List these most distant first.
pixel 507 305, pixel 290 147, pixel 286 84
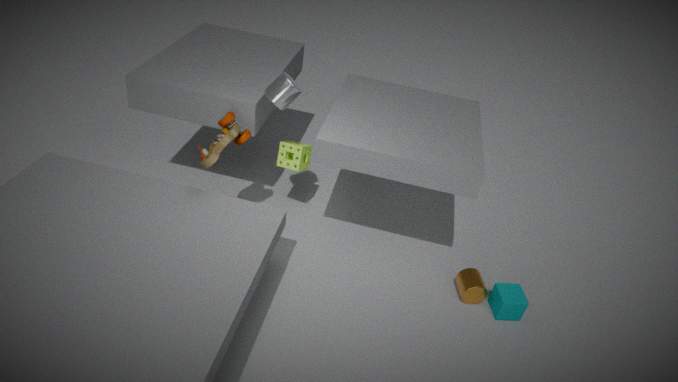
pixel 290 147 < pixel 507 305 < pixel 286 84
